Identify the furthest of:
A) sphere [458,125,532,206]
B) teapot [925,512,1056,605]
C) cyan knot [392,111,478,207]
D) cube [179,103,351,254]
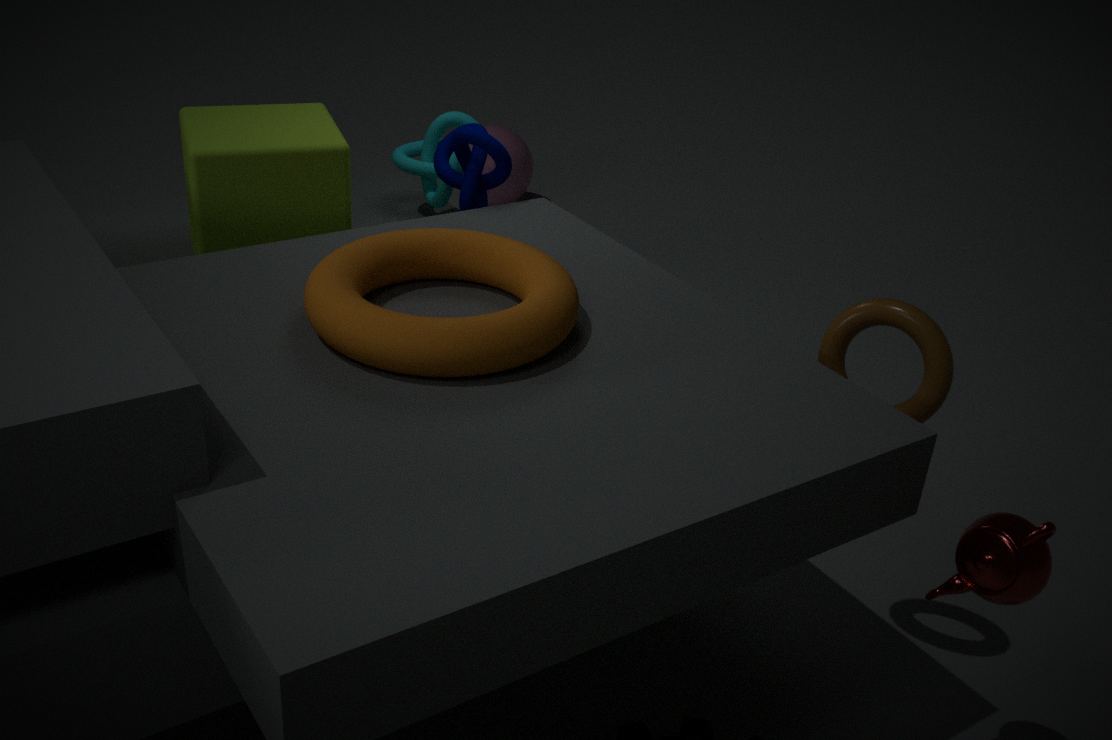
sphere [458,125,532,206]
